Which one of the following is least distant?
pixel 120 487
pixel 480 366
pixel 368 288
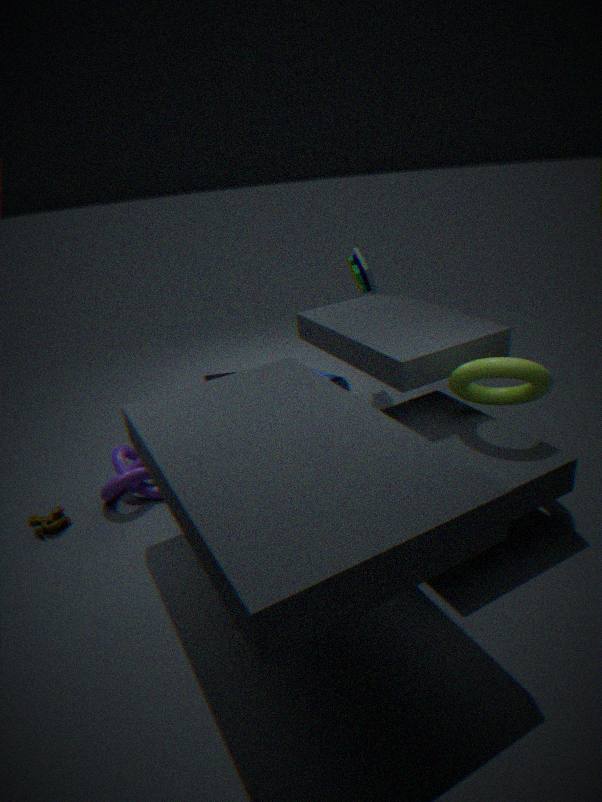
pixel 480 366
